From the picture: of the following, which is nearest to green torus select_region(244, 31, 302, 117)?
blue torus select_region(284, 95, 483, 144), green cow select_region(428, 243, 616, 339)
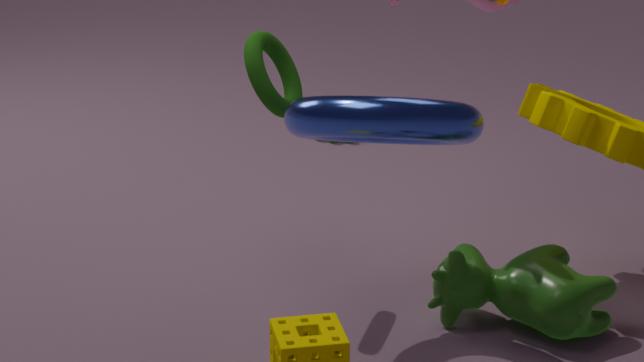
blue torus select_region(284, 95, 483, 144)
